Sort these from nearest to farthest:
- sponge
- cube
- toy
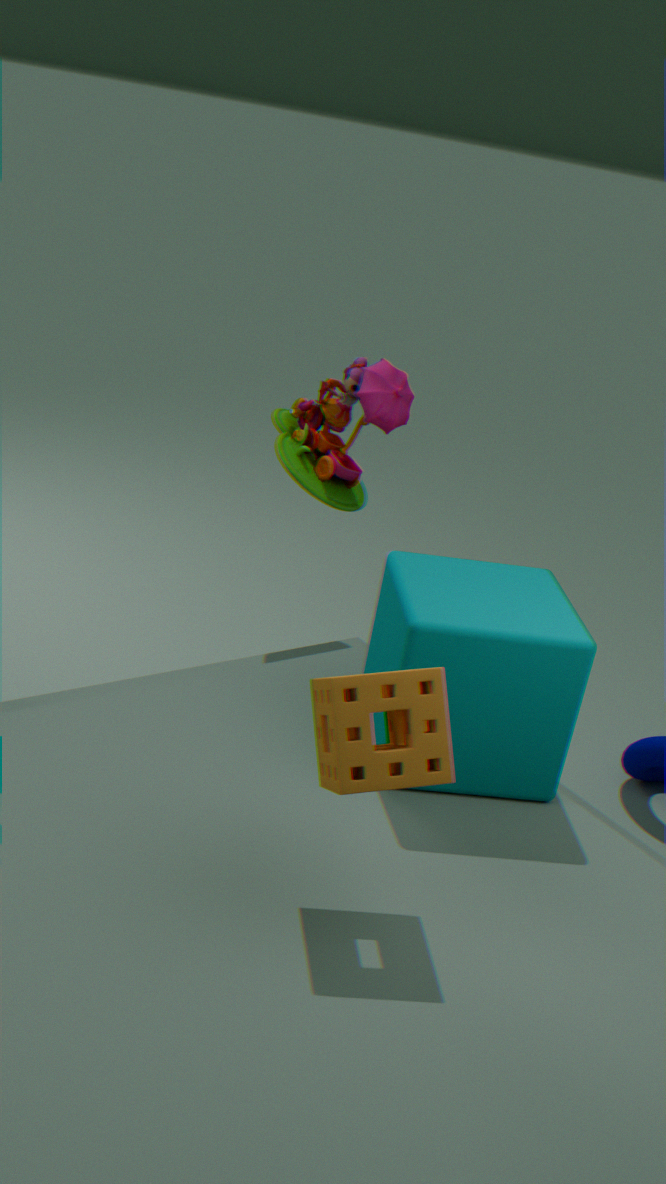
sponge
cube
toy
